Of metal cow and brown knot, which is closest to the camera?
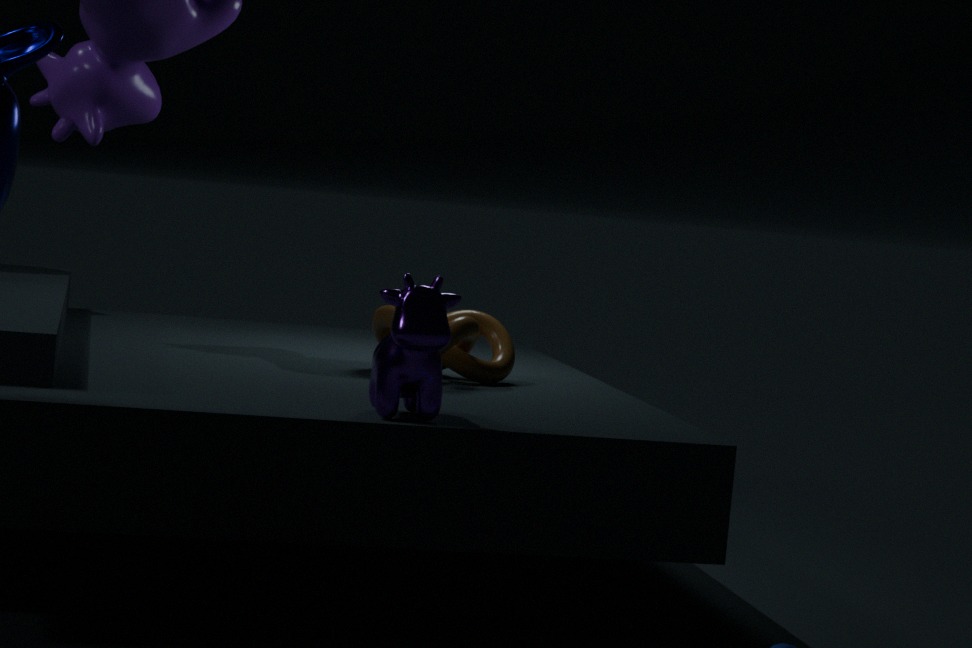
metal cow
